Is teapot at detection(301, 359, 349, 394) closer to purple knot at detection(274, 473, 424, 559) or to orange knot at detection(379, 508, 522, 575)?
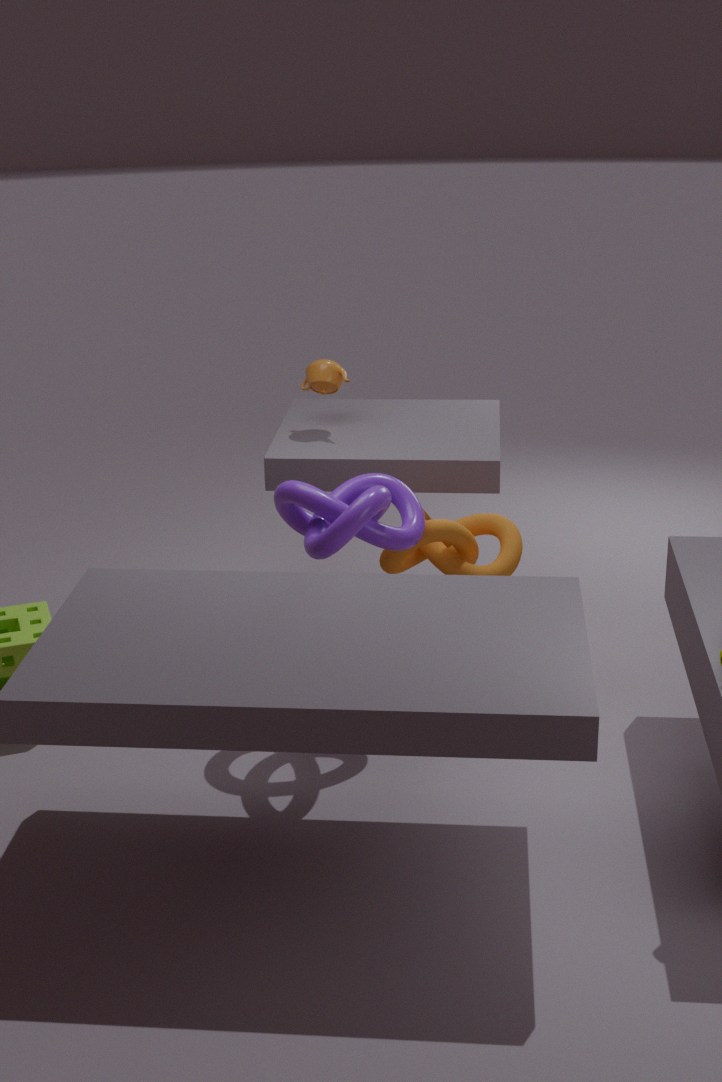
orange knot at detection(379, 508, 522, 575)
